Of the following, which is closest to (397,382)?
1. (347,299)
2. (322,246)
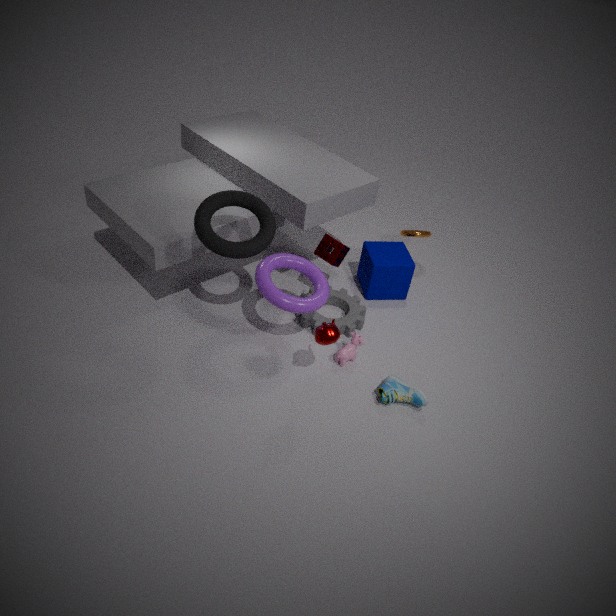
(347,299)
